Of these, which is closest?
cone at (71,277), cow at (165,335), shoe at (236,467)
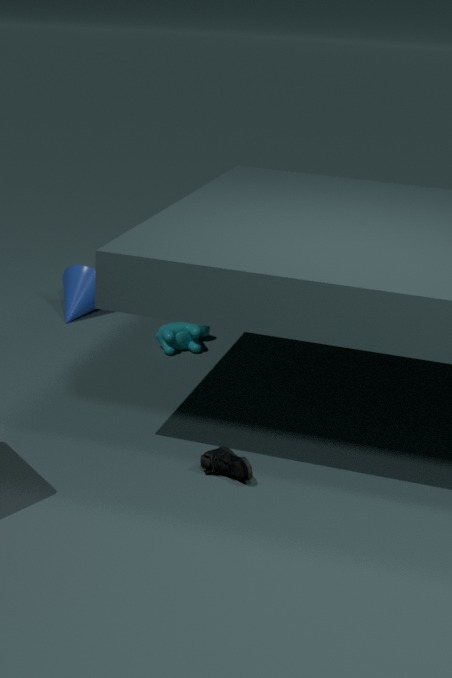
shoe at (236,467)
